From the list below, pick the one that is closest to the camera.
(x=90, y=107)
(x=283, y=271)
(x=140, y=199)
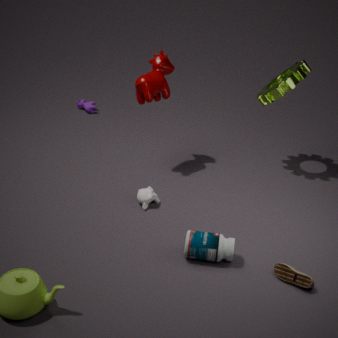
(x=283, y=271)
